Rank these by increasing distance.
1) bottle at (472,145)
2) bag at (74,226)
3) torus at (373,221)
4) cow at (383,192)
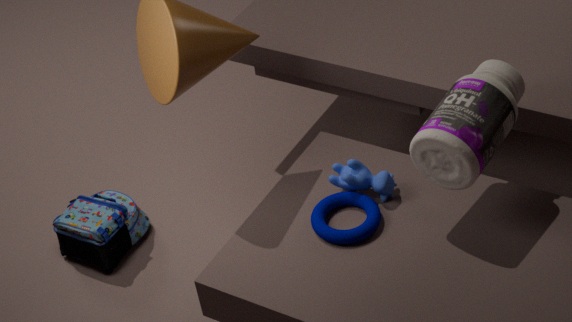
1. bottle at (472,145), 3. torus at (373,221), 4. cow at (383,192), 2. bag at (74,226)
